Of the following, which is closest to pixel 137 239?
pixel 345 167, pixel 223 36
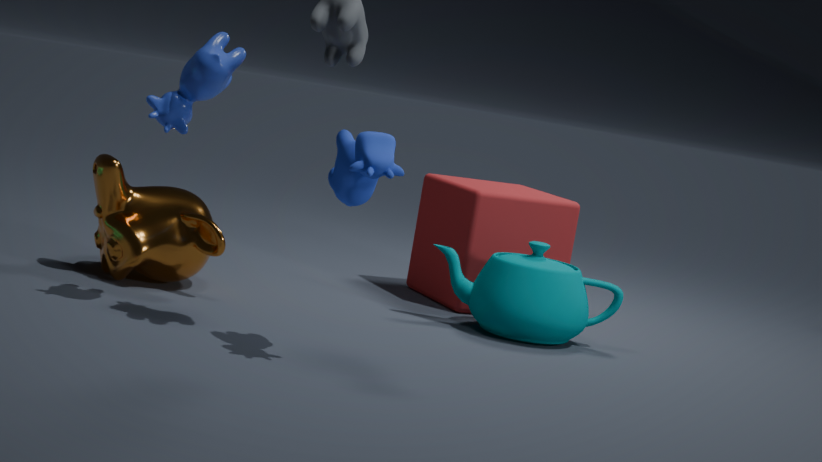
pixel 223 36
